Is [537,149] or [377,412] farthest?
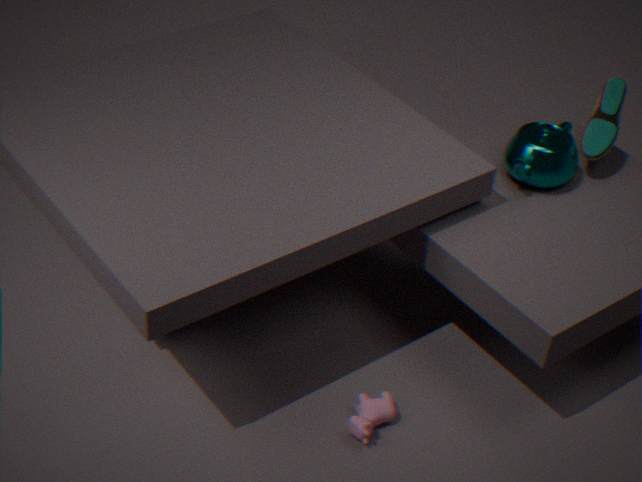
[537,149]
